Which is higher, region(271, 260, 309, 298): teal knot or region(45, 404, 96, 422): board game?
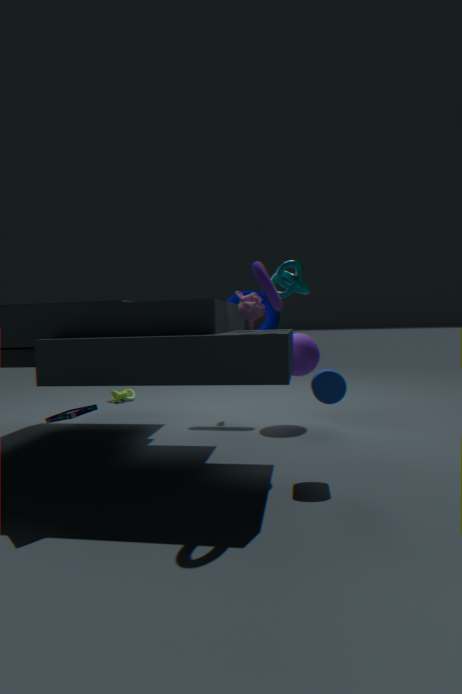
region(271, 260, 309, 298): teal knot
